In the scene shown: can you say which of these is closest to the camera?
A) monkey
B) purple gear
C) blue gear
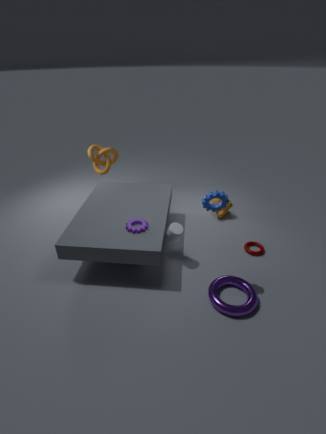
blue gear
